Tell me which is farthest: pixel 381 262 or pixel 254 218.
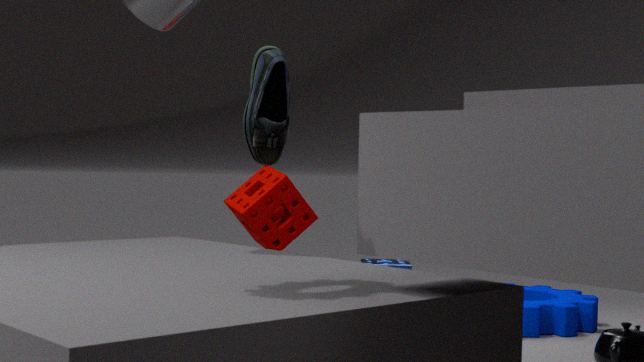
pixel 381 262
